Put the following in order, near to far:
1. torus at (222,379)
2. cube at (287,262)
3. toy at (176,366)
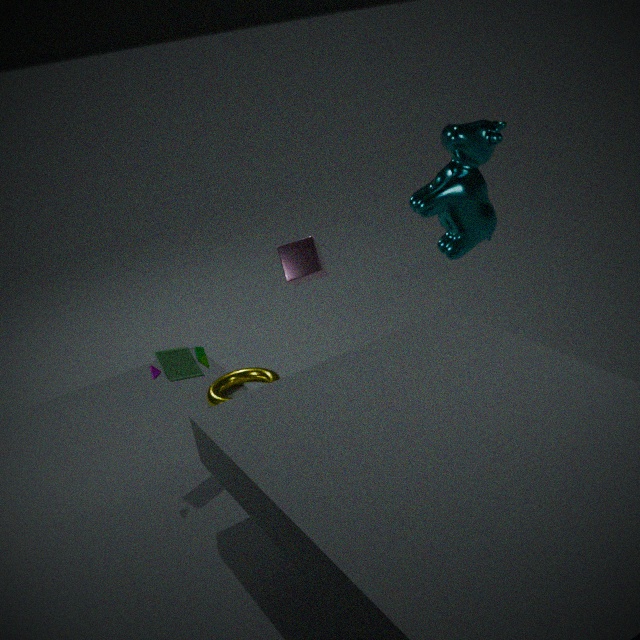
1. toy at (176,366)
2. torus at (222,379)
3. cube at (287,262)
